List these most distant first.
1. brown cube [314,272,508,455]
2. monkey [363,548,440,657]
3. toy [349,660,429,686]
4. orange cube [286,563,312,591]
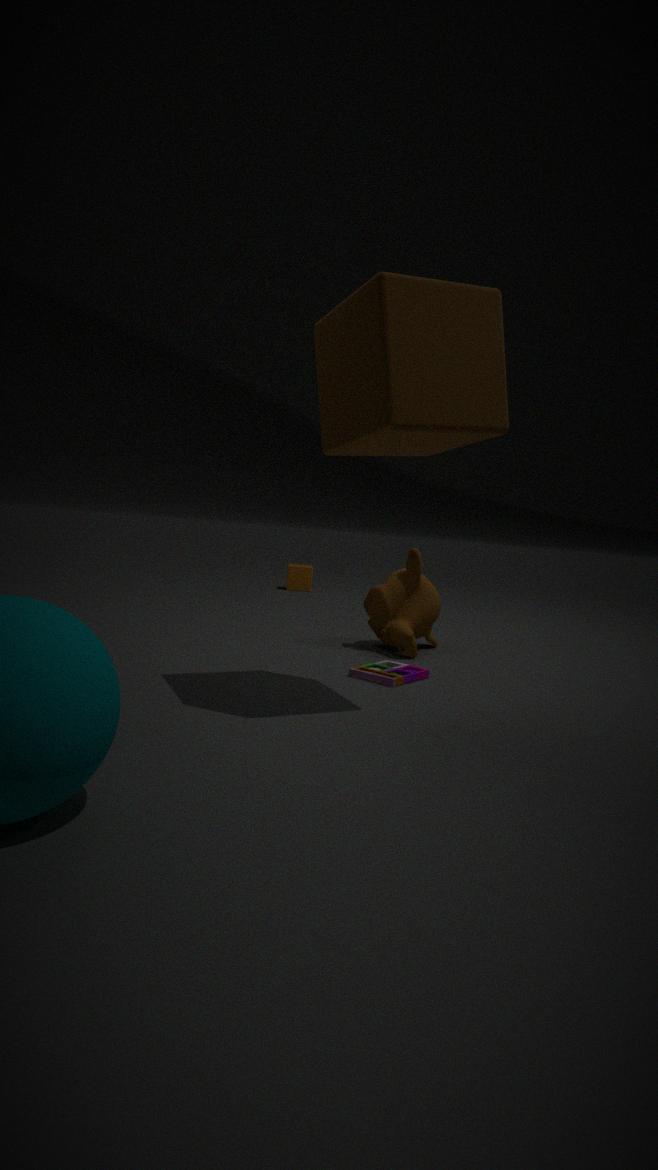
orange cube [286,563,312,591], monkey [363,548,440,657], toy [349,660,429,686], brown cube [314,272,508,455]
